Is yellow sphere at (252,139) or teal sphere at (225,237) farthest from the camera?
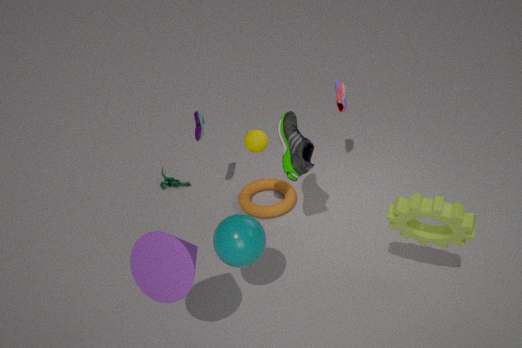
yellow sphere at (252,139)
